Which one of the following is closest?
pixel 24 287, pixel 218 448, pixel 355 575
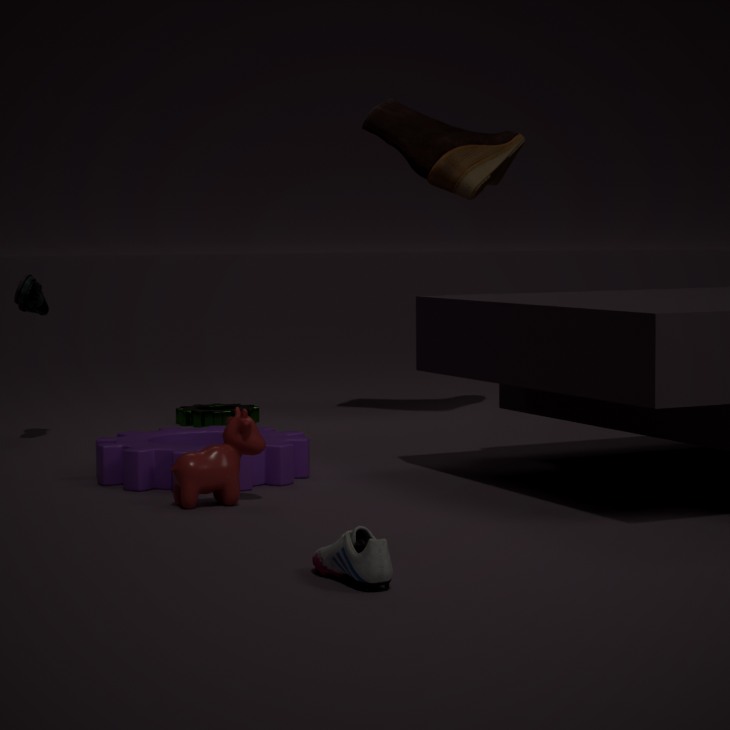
pixel 355 575
